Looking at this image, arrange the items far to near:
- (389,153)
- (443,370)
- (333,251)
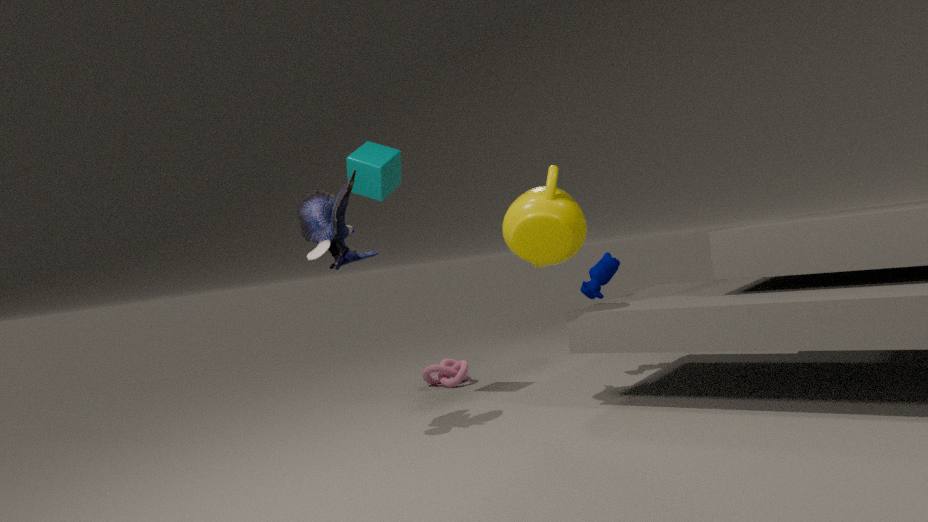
(443,370) → (389,153) → (333,251)
